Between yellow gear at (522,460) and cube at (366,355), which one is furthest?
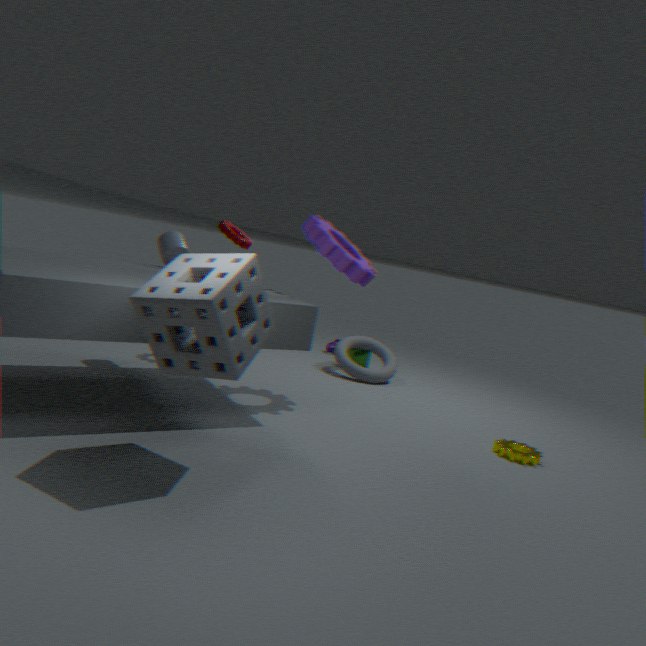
cube at (366,355)
